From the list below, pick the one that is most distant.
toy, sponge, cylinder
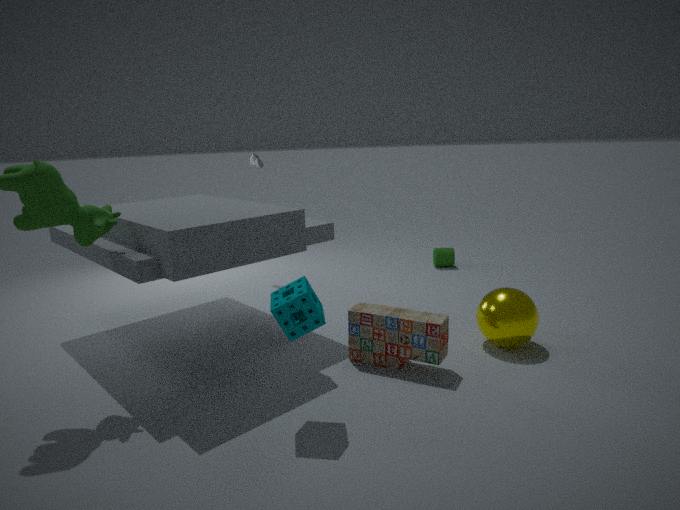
cylinder
